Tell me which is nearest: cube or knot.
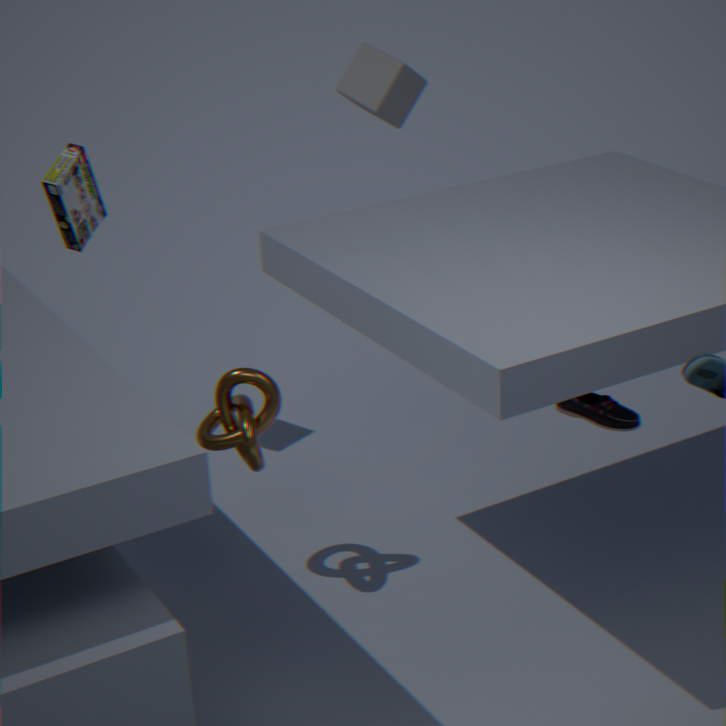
knot
